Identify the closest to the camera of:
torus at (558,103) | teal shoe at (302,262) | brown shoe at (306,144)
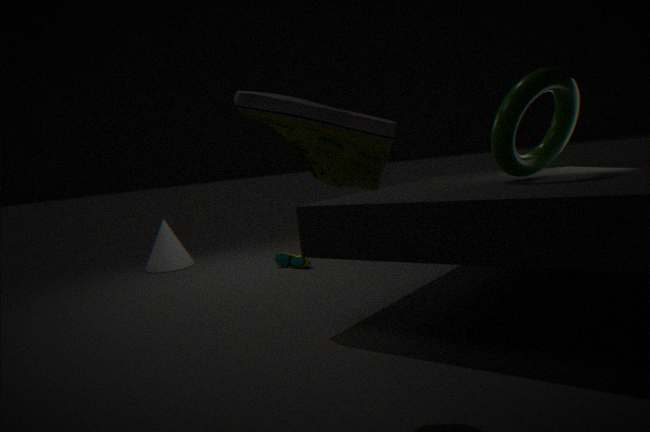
brown shoe at (306,144)
